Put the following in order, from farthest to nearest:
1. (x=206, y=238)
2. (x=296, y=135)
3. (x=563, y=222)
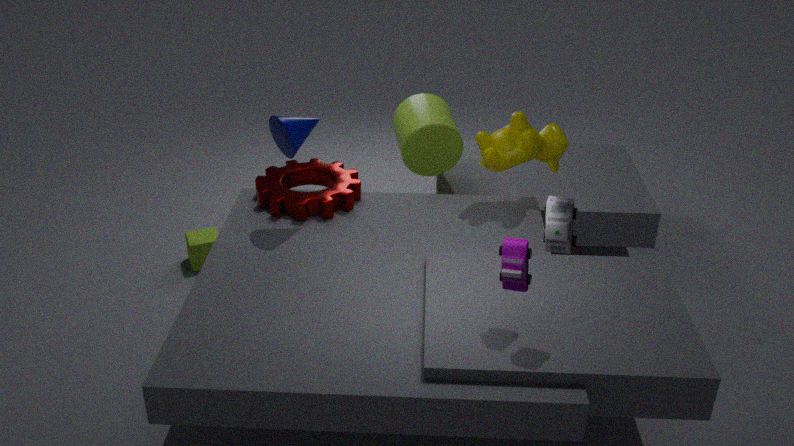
(x=206, y=238), (x=296, y=135), (x=563, y=222)
